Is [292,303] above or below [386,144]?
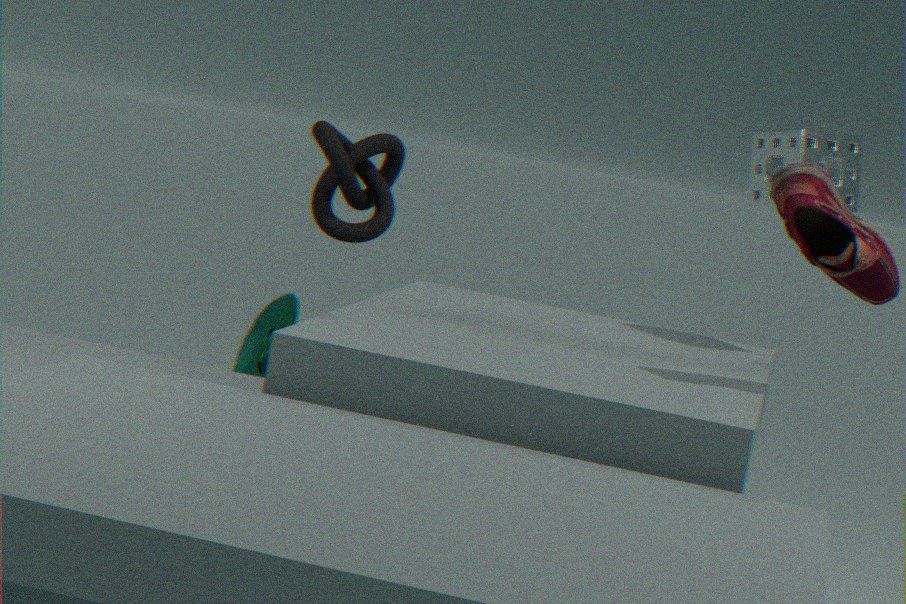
below
